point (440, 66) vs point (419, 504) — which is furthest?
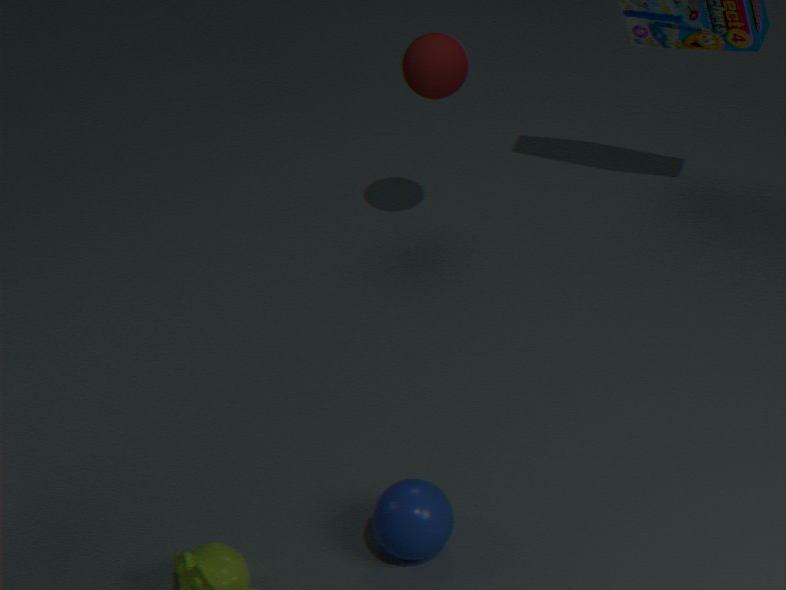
point (440, 66)
